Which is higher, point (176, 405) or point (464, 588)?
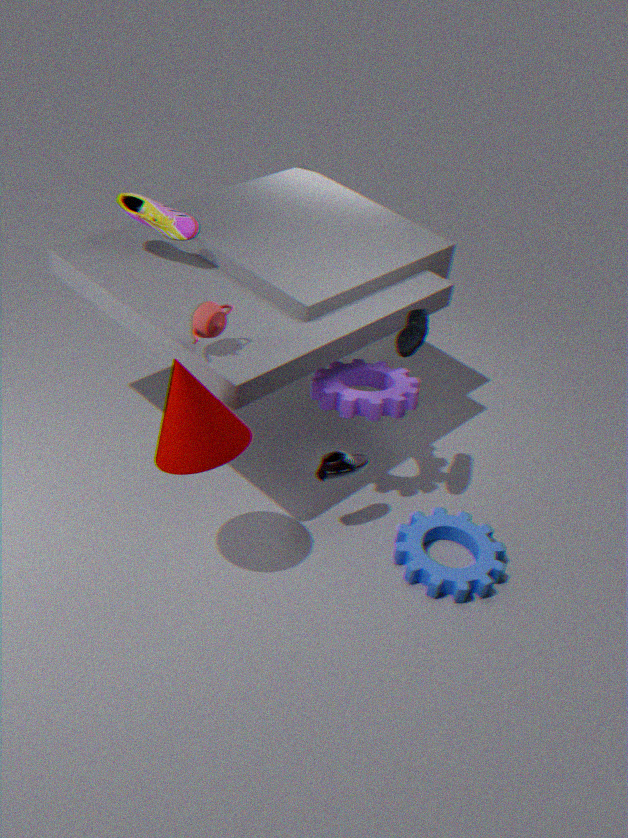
point (176, 405)
